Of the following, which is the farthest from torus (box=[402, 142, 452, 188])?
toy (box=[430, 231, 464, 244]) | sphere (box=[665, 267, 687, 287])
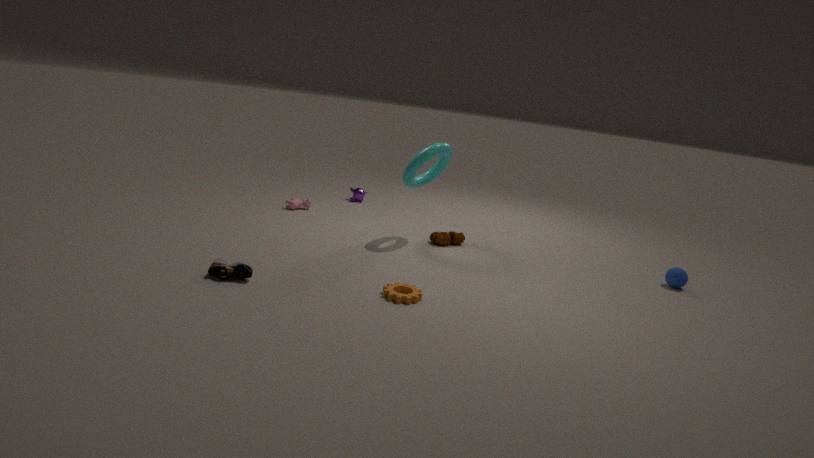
sphere (box=[665, 267, 687, 287])
